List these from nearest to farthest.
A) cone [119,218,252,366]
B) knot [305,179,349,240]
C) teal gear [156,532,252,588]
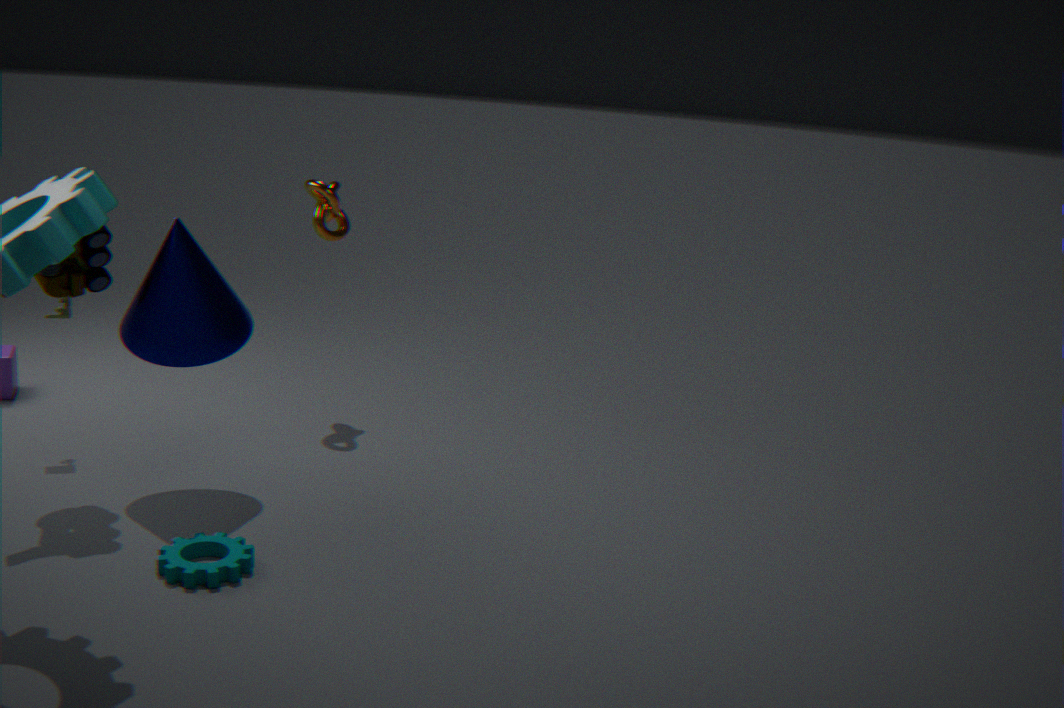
1. teal gear [156,532,252,588]
2. cone [119,218,252,366]
3. knot [305,179,349,240]
